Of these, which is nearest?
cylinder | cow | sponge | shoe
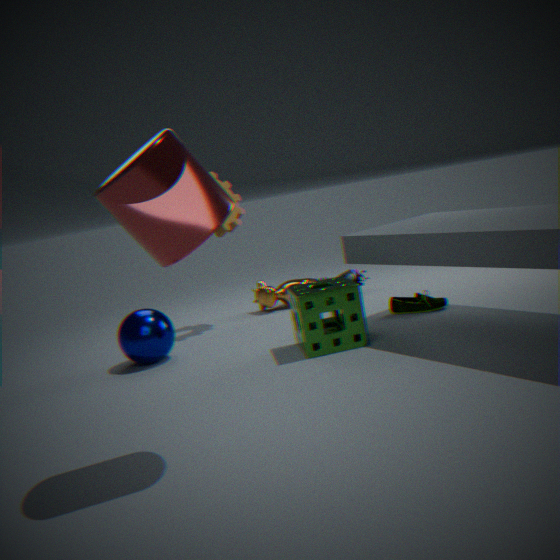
cylinder
